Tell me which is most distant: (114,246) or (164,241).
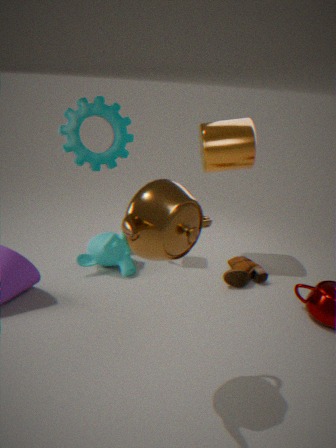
(114,246)
